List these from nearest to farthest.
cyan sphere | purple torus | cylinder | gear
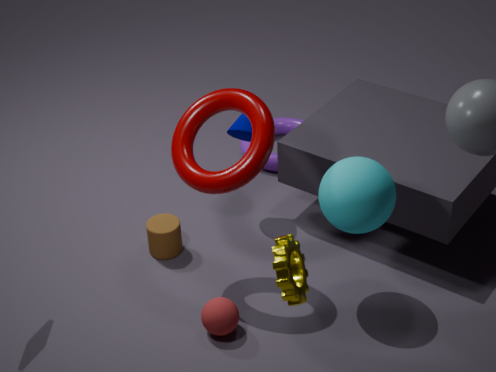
gear, cyan sphere, cylinder, purple torus
